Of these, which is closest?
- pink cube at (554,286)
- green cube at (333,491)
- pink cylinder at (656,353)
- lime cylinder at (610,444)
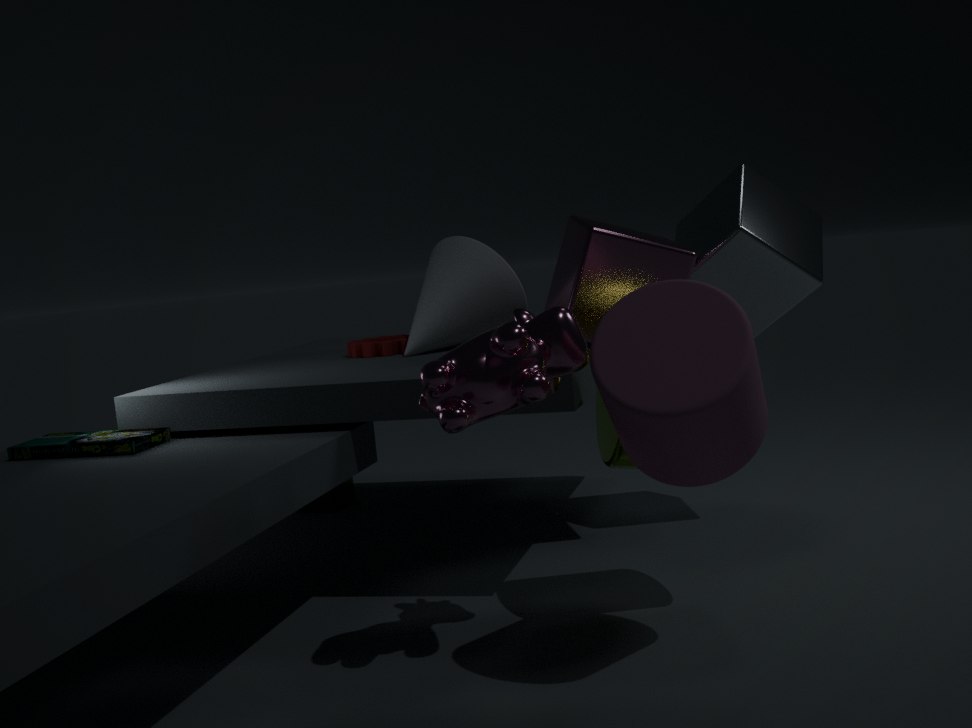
pink cylinder at (656,353)
